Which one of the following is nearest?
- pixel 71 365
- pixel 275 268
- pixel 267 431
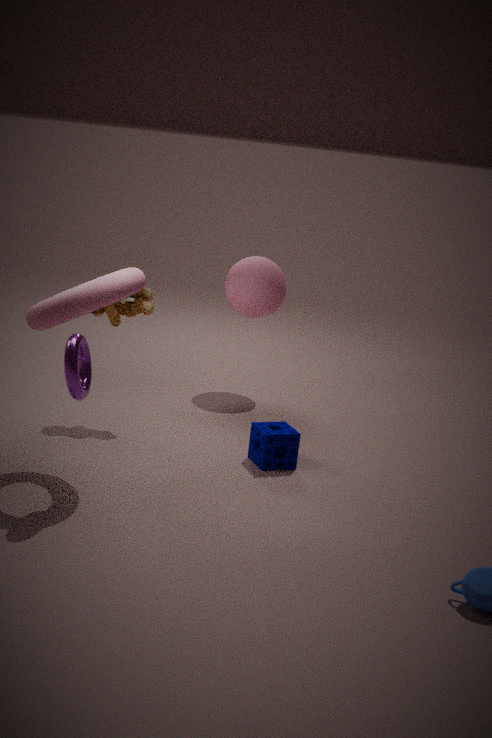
pixel 71 365
